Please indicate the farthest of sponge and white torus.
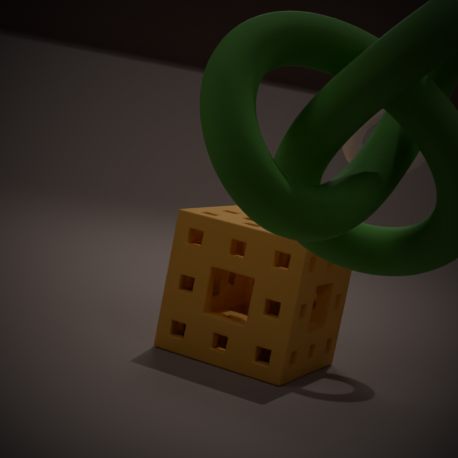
white torus
